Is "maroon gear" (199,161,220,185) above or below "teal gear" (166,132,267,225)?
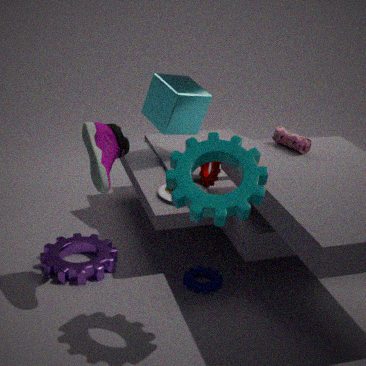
below
